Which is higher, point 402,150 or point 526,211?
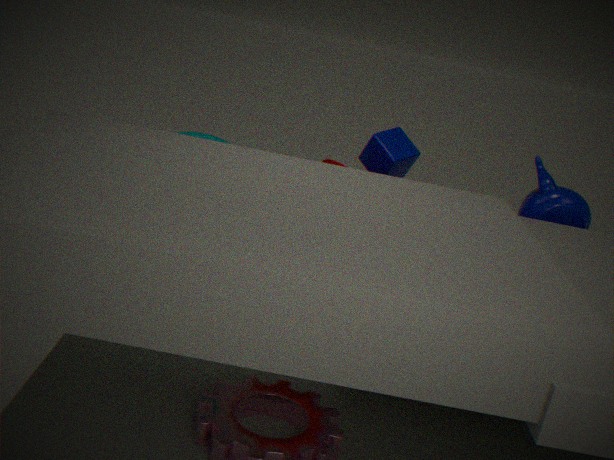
point 402,150
